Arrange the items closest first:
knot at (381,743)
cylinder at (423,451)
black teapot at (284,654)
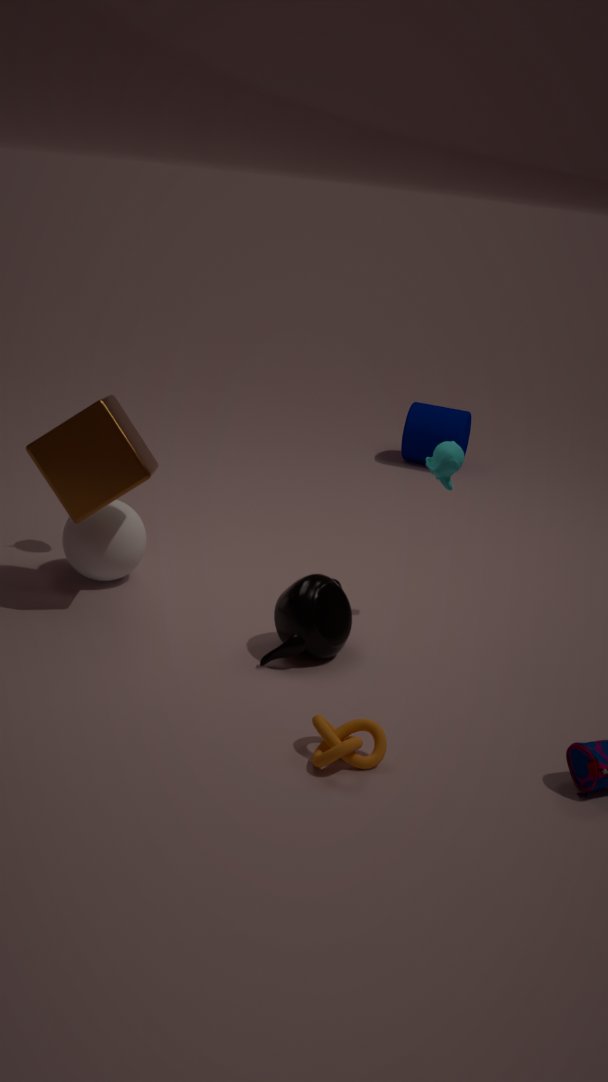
knot at (381,743)
black teapot at (284,654)
cylinder at (423,451)
